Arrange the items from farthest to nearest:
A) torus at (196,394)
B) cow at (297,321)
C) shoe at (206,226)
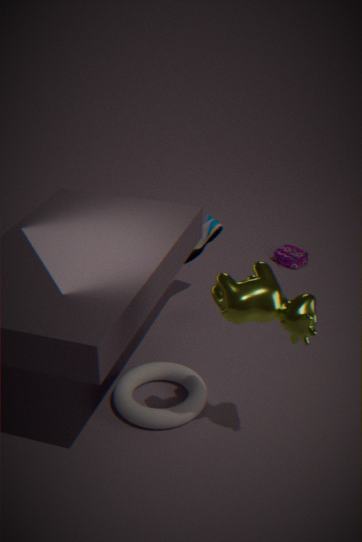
1. shoe at (206,226)
2. torus at (196,394)
3. cow at (297,321)
